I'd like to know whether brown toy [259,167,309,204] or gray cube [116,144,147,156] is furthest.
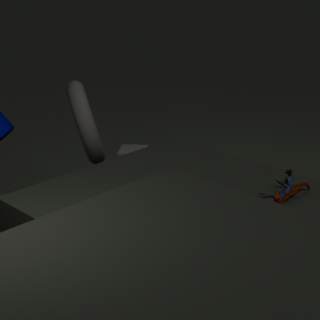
gray cube [116,144,147,156]
